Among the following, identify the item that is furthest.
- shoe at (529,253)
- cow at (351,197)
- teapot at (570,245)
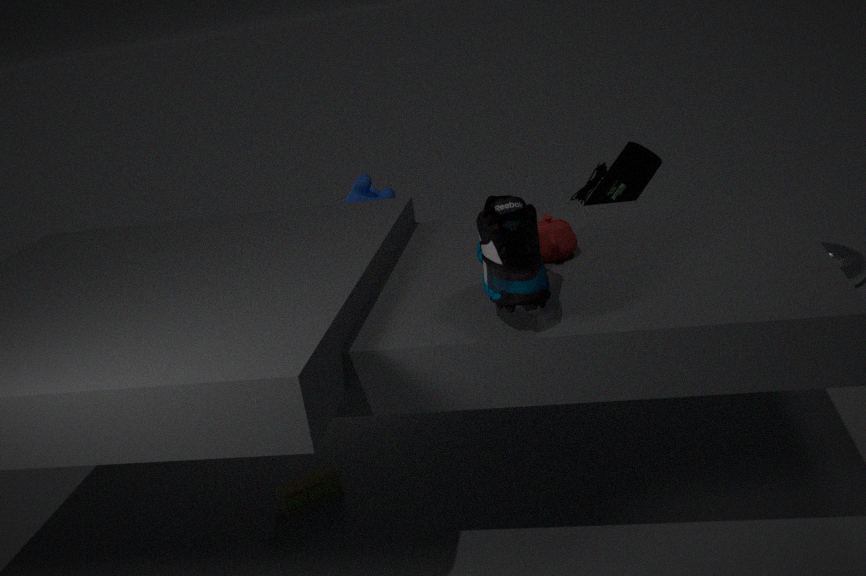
cow at (351,197)
